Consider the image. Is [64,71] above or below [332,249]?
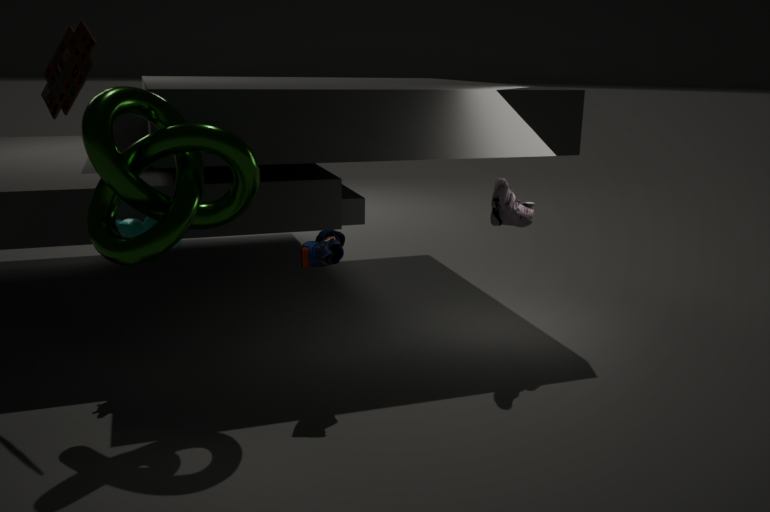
above
